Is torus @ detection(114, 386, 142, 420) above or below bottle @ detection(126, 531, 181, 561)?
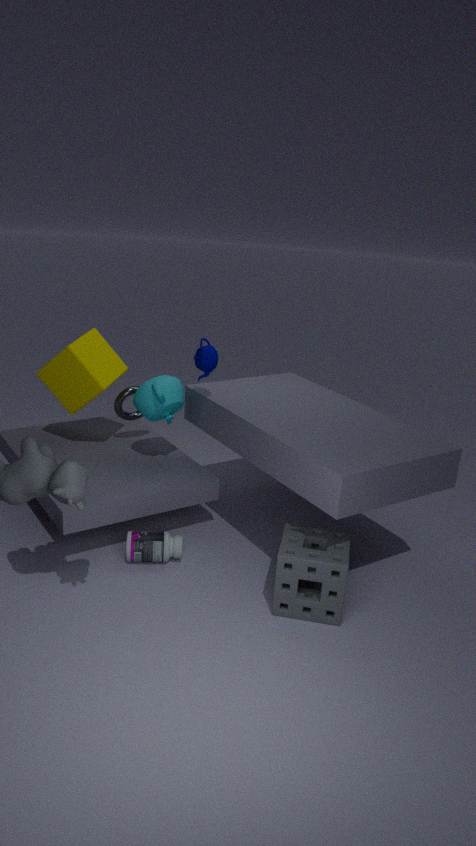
above
